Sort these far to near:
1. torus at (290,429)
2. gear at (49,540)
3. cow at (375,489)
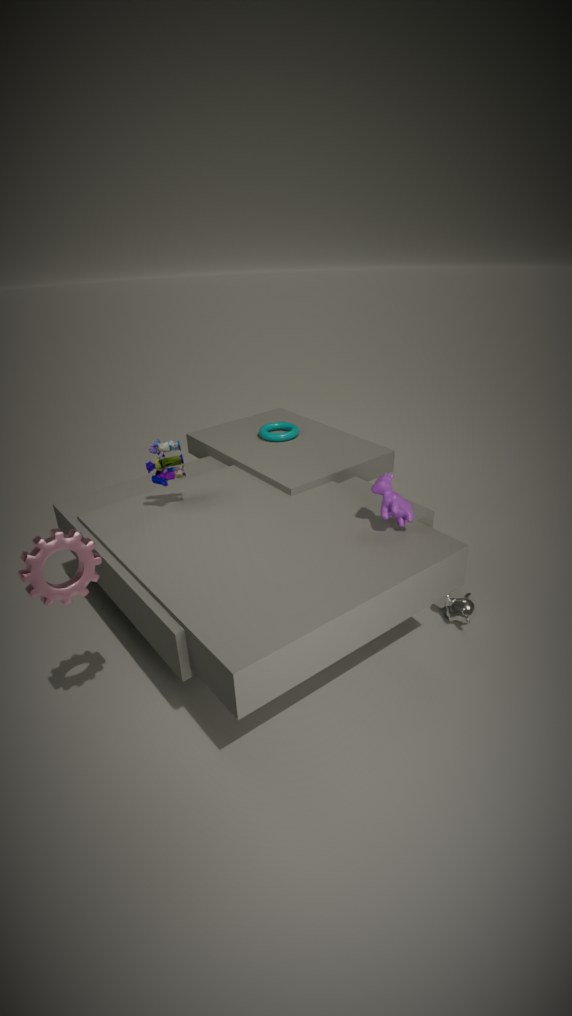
torus at (290,429) < cow at (375,489) < gear at (49,540)
